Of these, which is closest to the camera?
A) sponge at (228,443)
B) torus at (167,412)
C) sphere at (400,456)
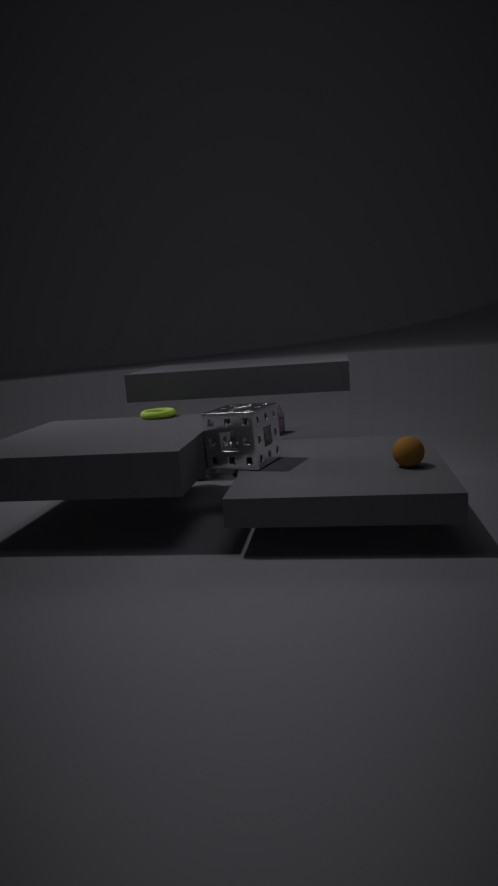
sphere at (400,456)
